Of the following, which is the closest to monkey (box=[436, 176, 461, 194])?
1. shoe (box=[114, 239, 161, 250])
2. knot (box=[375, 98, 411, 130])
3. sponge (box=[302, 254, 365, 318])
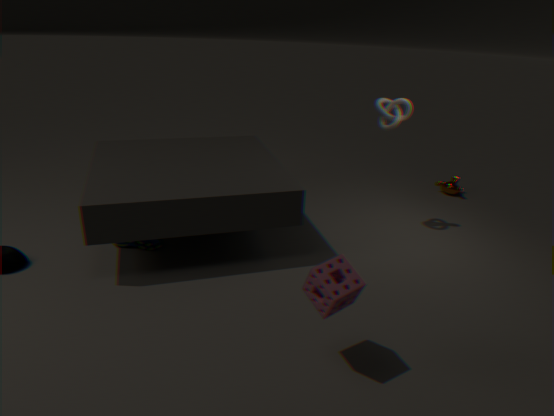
knot (box=[375, 98, 411, 130])
